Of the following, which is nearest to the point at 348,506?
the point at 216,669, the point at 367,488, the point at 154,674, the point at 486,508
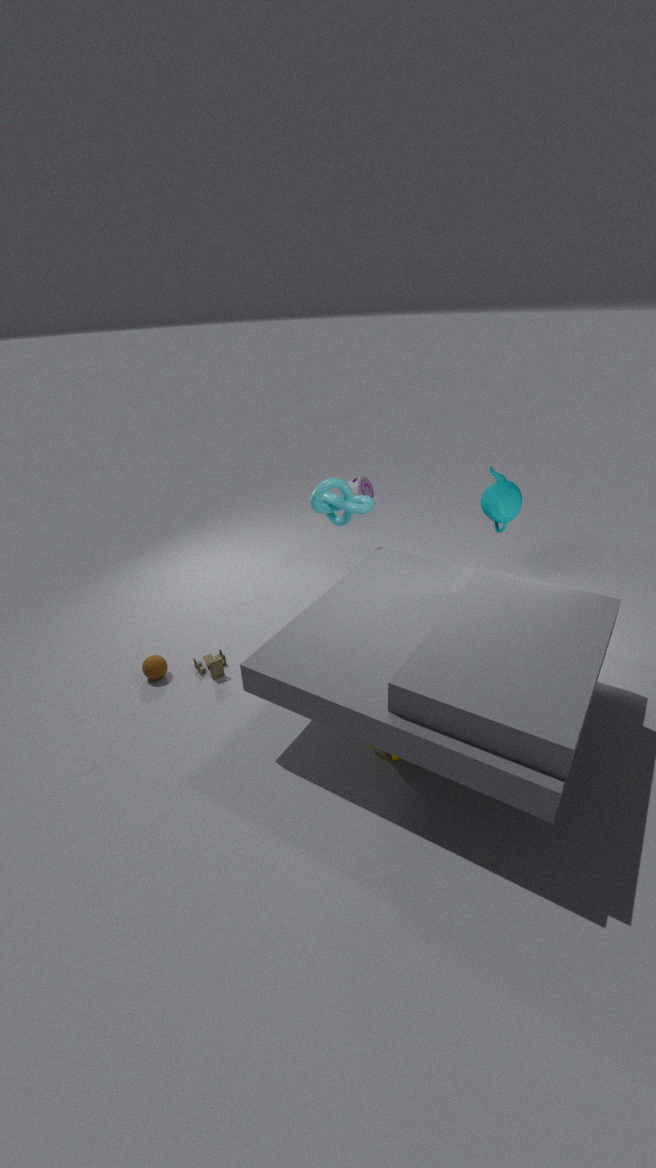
the point at 367,488
